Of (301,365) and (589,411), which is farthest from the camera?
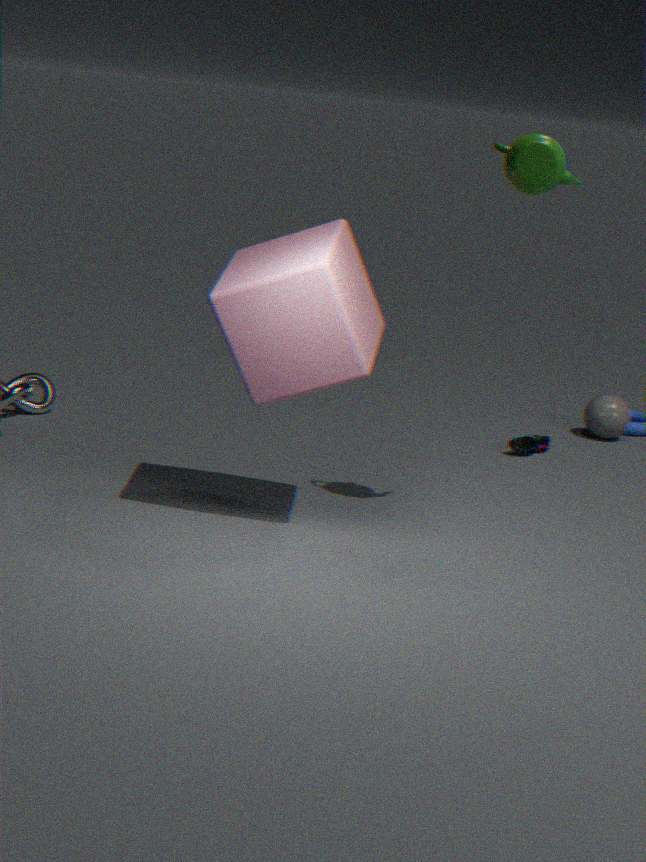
(589,411)
